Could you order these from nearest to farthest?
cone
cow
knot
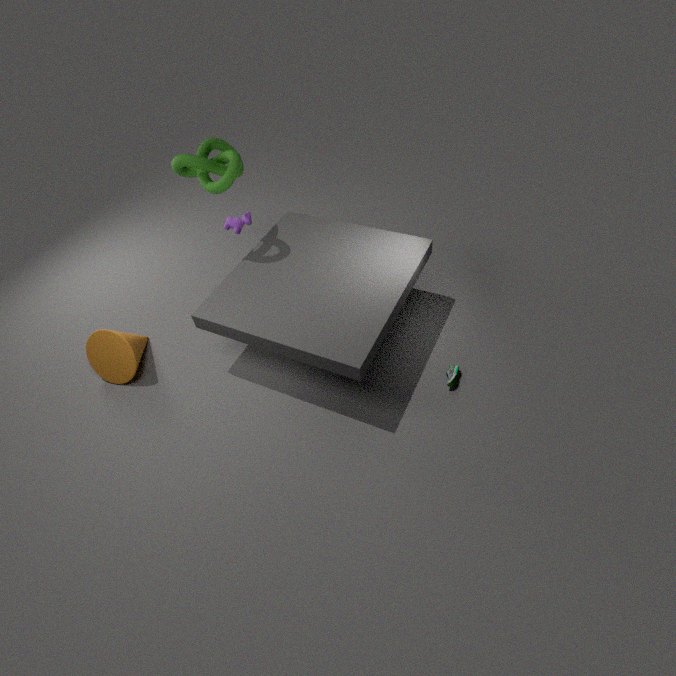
knot
cone
cow
